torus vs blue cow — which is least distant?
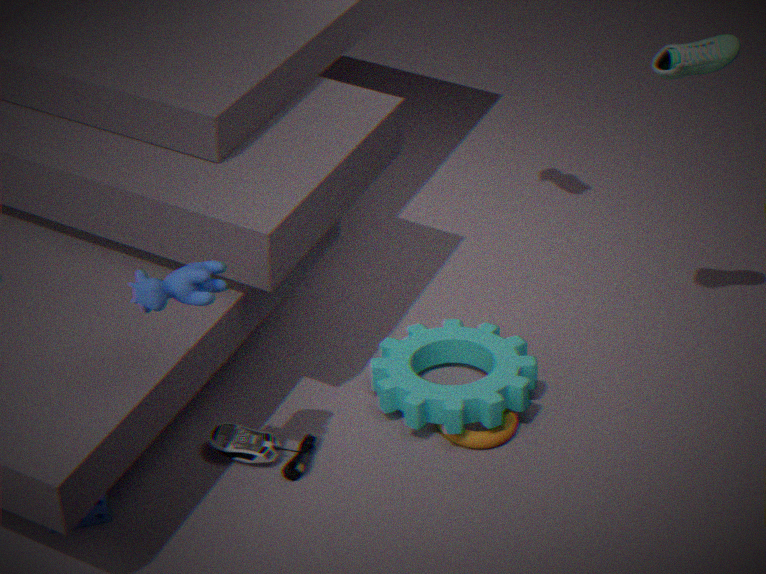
blue cow
